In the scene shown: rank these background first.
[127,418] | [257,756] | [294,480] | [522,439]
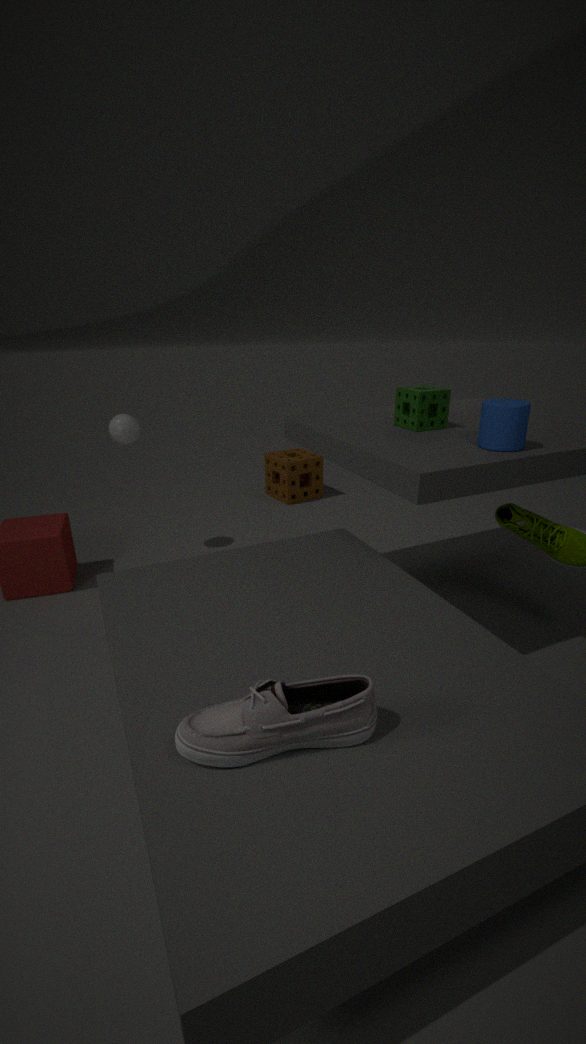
[294,480] → [127,418] → [522,439] → [257,756]
